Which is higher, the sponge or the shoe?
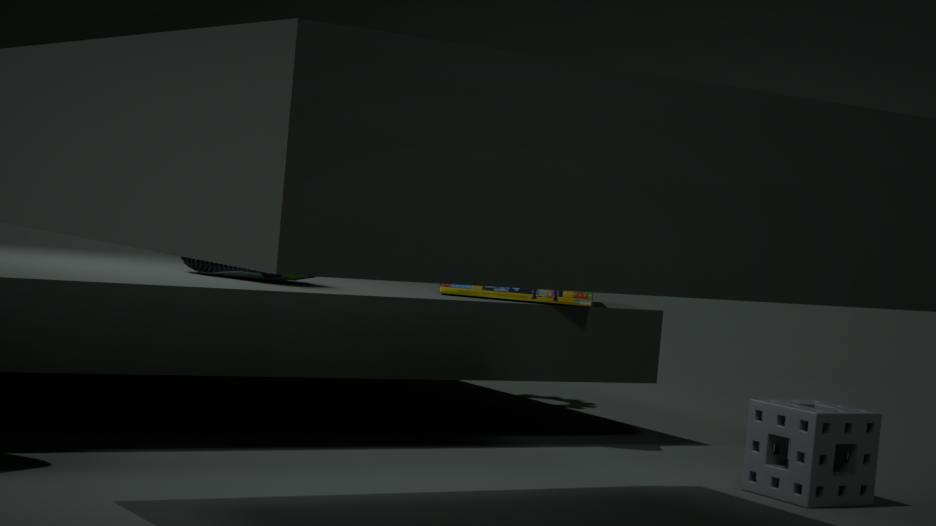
the shoe
